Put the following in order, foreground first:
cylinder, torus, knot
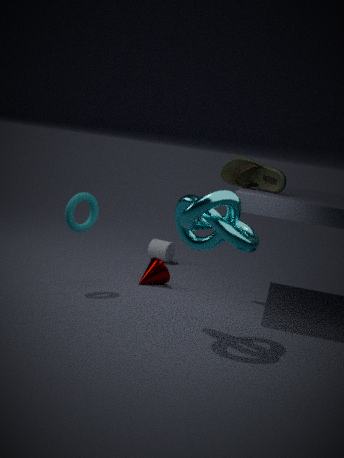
1. knot
2. torus
3. cylinder
